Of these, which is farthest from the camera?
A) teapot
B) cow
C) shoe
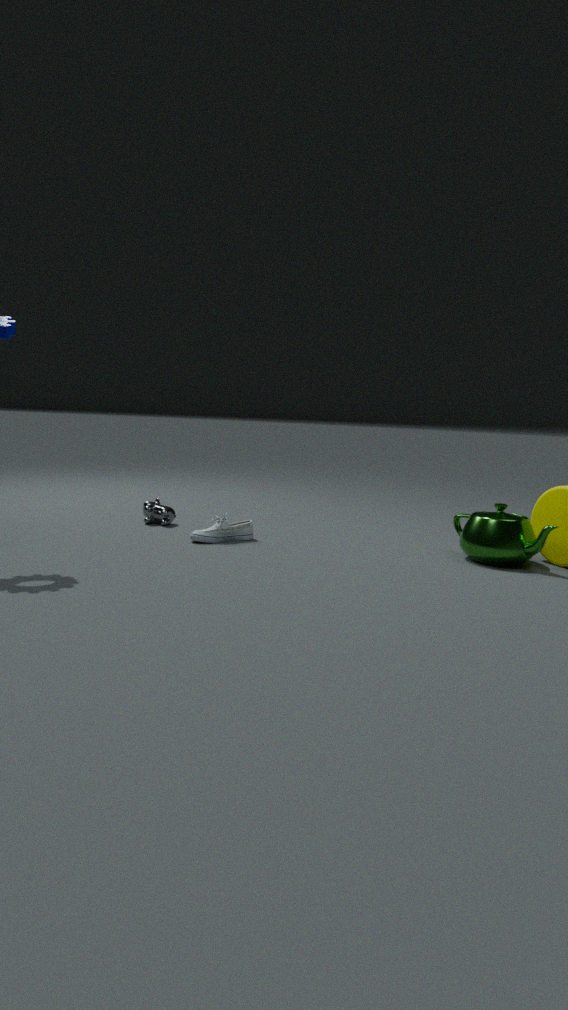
cow
